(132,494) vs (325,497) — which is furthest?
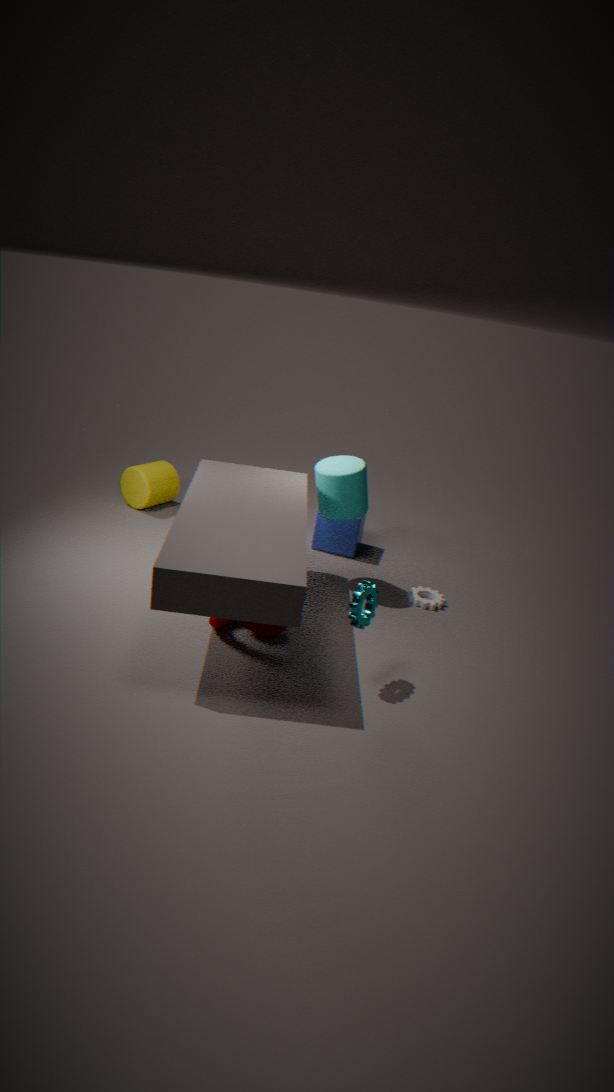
(132,494)
